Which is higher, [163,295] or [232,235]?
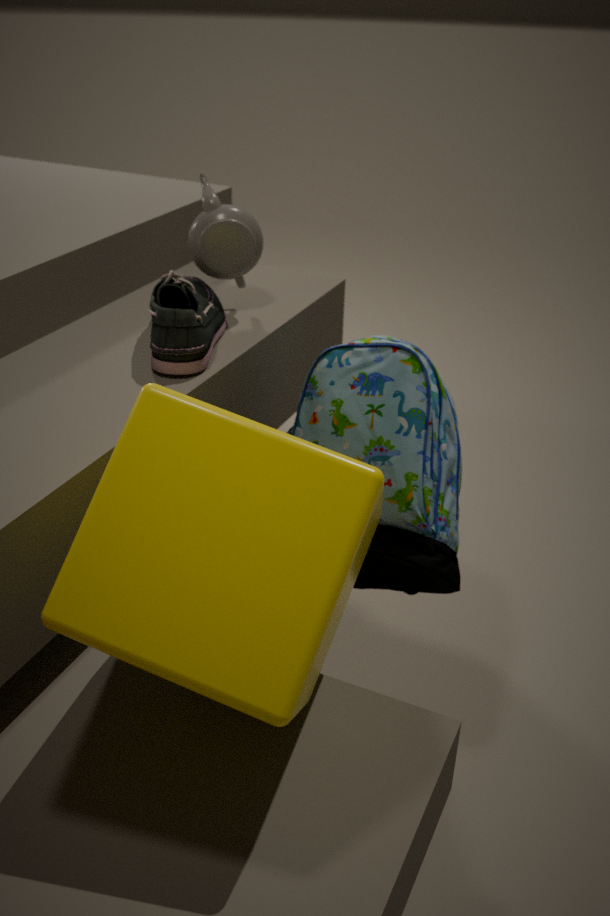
[232,235]
